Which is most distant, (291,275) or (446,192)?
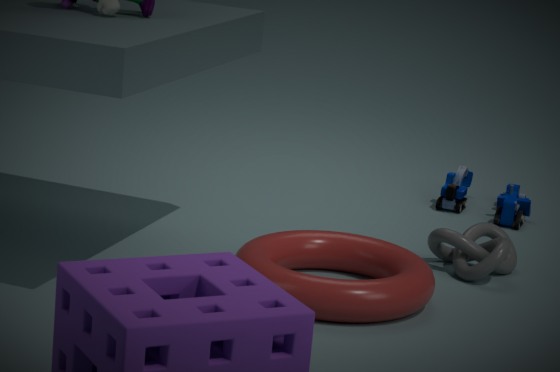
(446,192)
